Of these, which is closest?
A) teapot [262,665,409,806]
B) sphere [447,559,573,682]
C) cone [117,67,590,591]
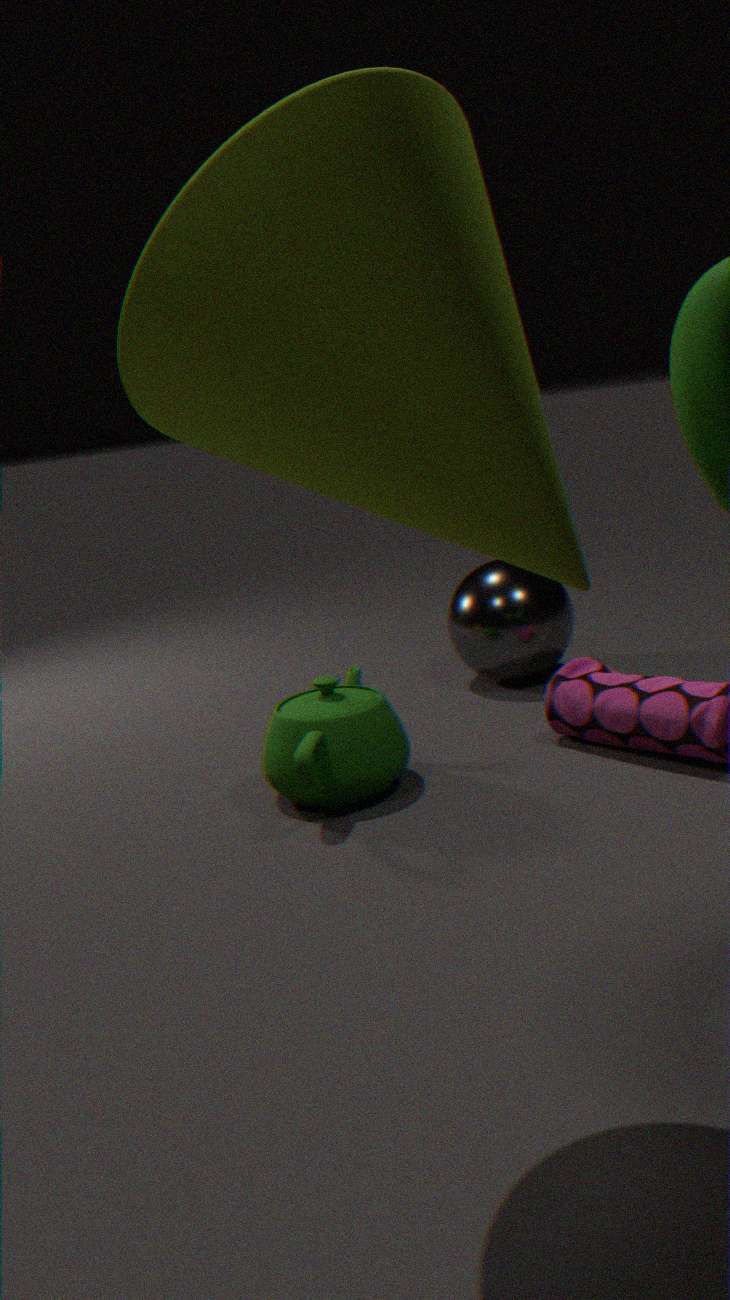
cone [117,67,590,591]
